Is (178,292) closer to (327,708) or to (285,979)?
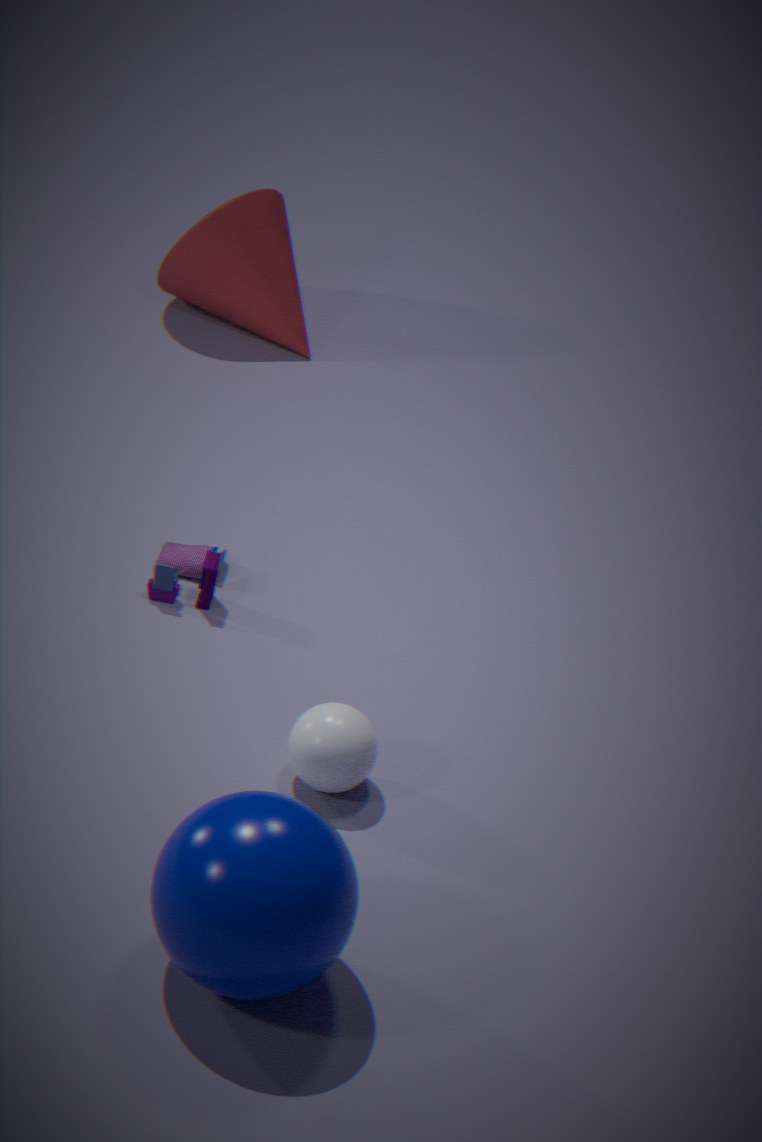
(327,708)
